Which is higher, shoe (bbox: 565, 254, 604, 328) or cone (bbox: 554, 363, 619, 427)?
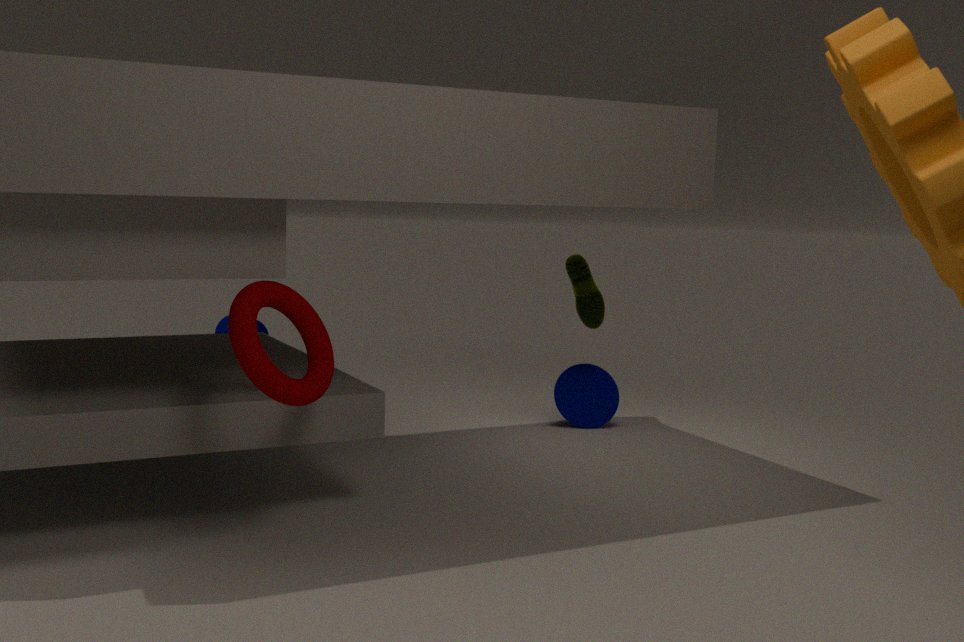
shoe (bbox: 565, 254, 604, 328)
